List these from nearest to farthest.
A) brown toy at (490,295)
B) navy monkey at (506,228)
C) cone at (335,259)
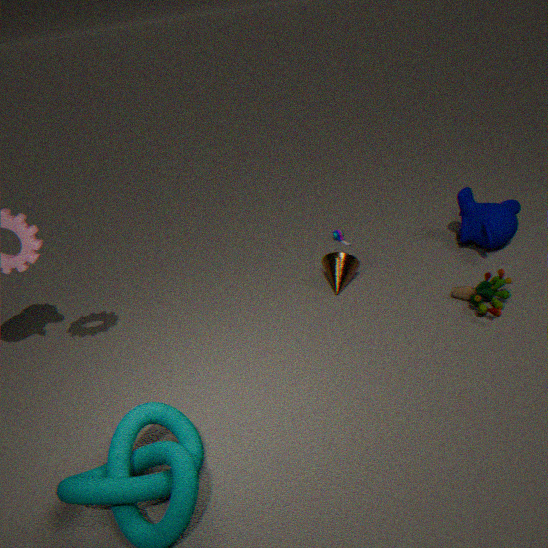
A. brown toy at (490,295) → C. cone at (335,259) → B. navy monkey at (506,228)
